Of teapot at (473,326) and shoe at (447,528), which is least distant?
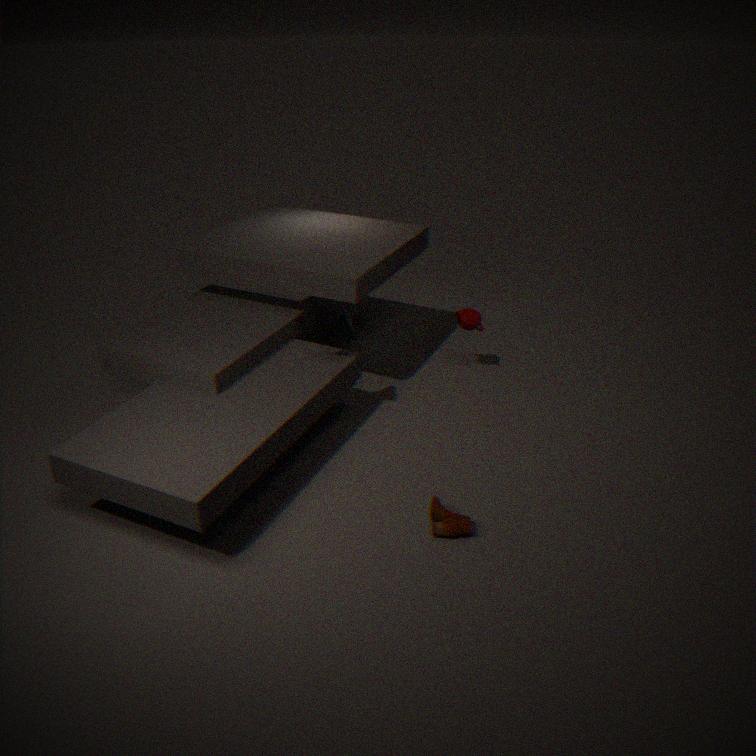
shoe at (447,528)
